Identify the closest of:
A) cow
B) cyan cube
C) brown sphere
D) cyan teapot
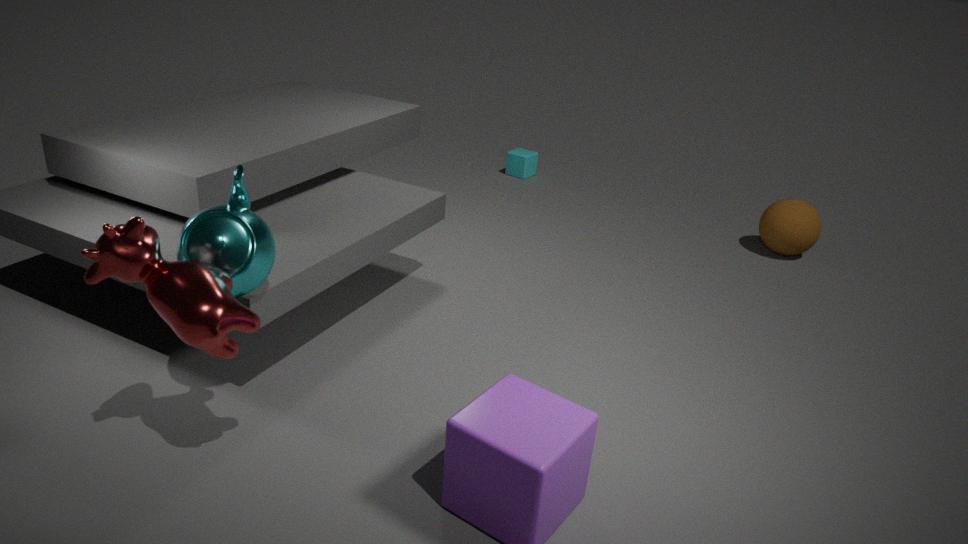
cow
